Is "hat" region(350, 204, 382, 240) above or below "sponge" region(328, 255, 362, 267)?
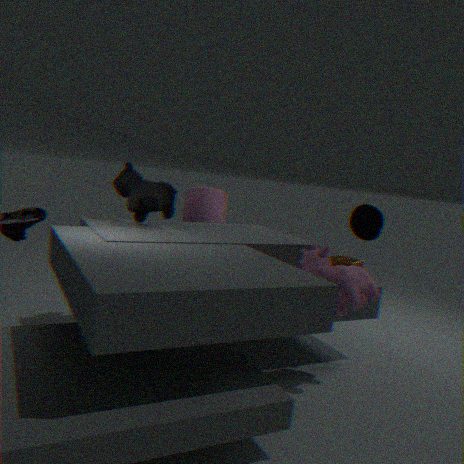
above
